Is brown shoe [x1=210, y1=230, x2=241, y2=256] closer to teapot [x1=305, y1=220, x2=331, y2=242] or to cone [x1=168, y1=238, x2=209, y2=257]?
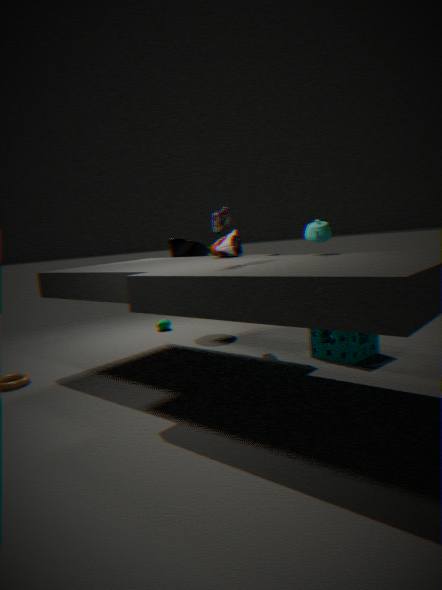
cone [x1=168, y1=238, x2=209, y2=257]
